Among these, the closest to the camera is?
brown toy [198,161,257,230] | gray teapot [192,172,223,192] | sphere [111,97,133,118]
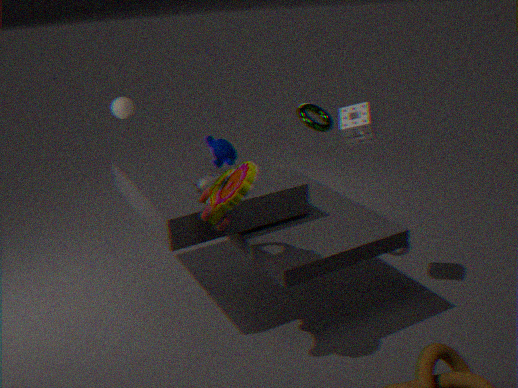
brown toy [198,161,257,230]
